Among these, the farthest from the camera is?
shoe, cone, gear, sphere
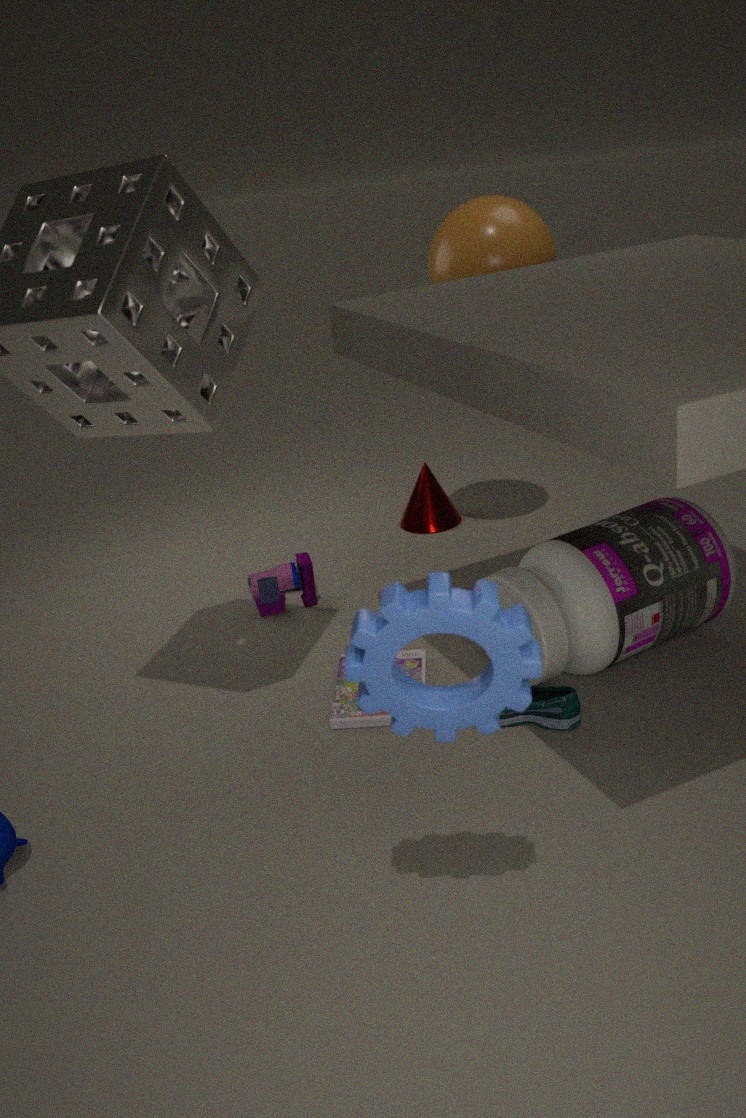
cone
